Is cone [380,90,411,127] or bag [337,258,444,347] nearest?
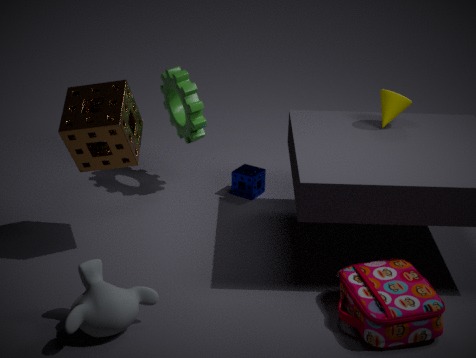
bag [337,258,444,347]
